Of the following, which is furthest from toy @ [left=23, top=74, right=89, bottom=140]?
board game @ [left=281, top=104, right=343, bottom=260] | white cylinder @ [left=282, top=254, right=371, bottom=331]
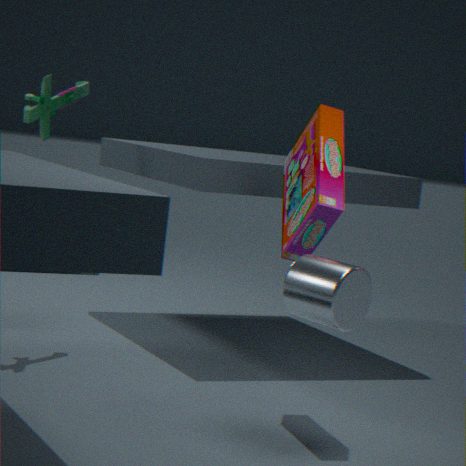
white cylinder @ [left=282, top=254, right=371, bottom=331]
